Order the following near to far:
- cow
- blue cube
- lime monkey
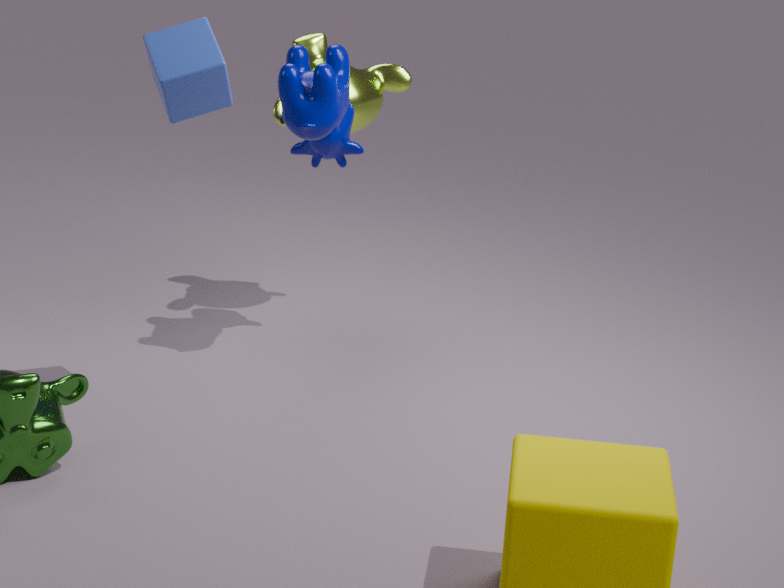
blue cube < cow < lime monkey
